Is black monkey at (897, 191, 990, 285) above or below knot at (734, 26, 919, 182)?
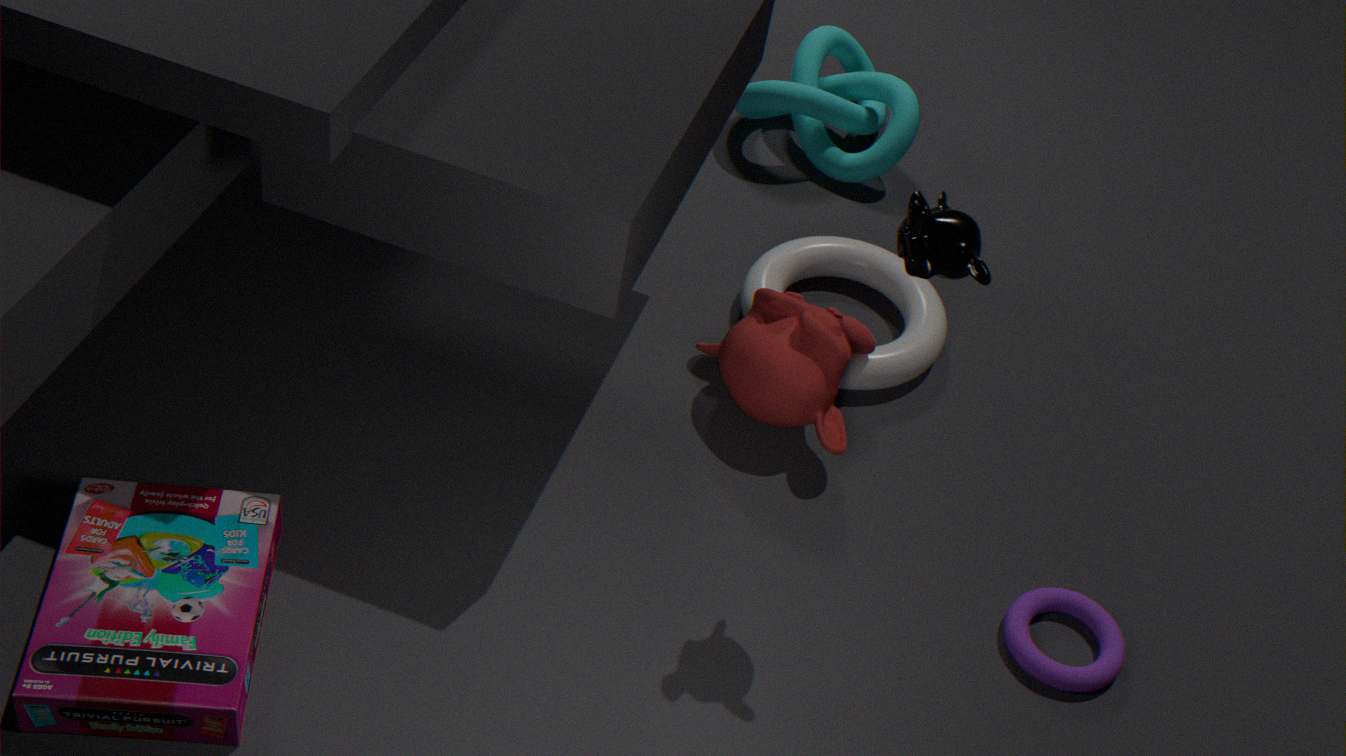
above
